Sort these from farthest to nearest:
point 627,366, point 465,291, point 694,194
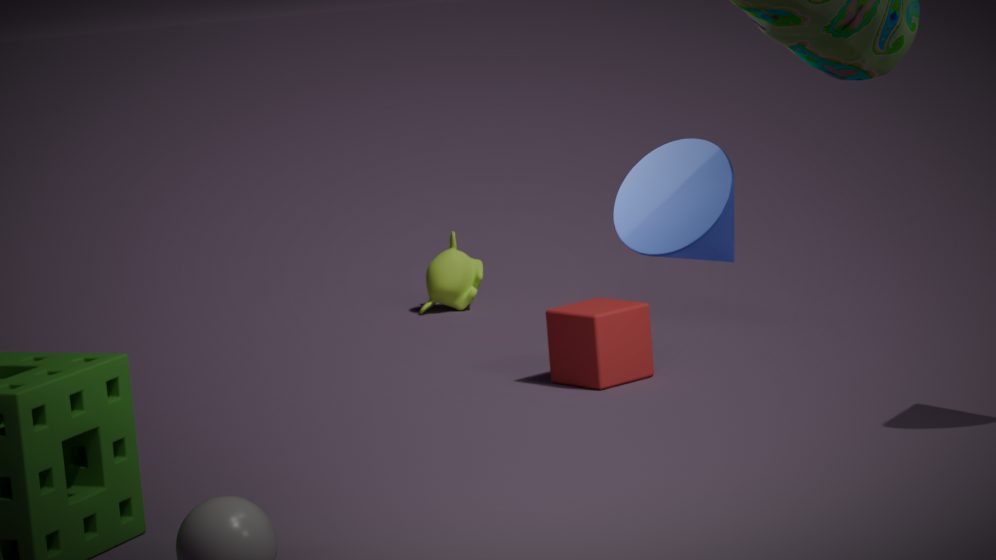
point 465,291 < point 627,366 < point 694,194
